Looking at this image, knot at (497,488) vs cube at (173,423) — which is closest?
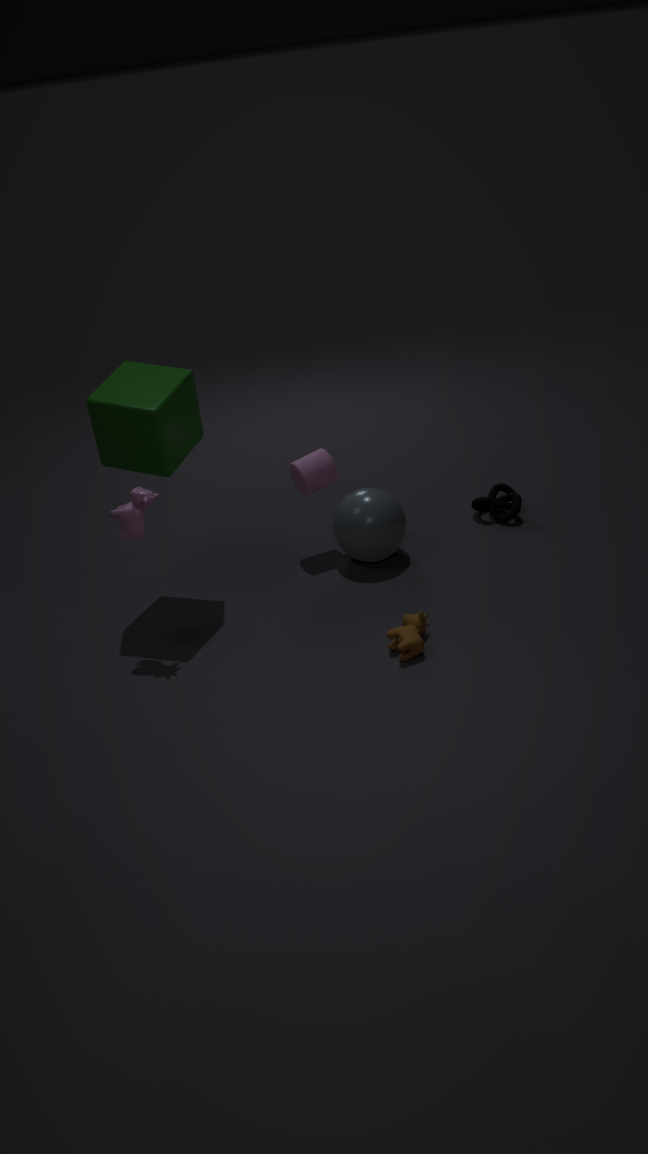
cube at (173,423)
